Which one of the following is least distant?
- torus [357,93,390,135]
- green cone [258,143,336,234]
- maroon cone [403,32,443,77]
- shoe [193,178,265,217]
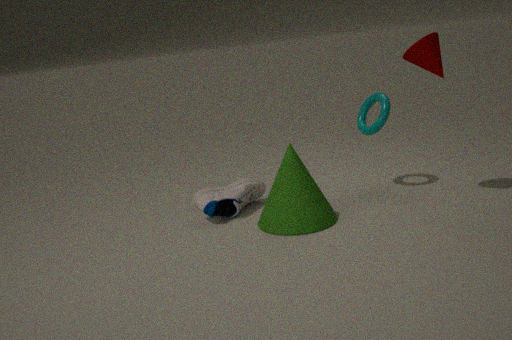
green cone [258,143,336,234]
